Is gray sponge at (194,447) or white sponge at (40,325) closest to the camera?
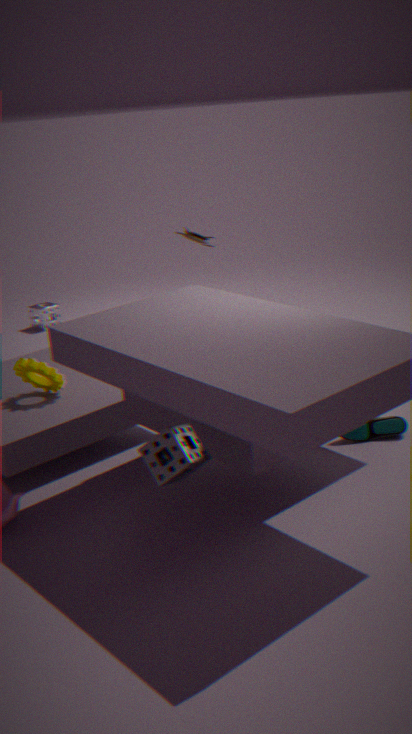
gray sponge at (194,447)
